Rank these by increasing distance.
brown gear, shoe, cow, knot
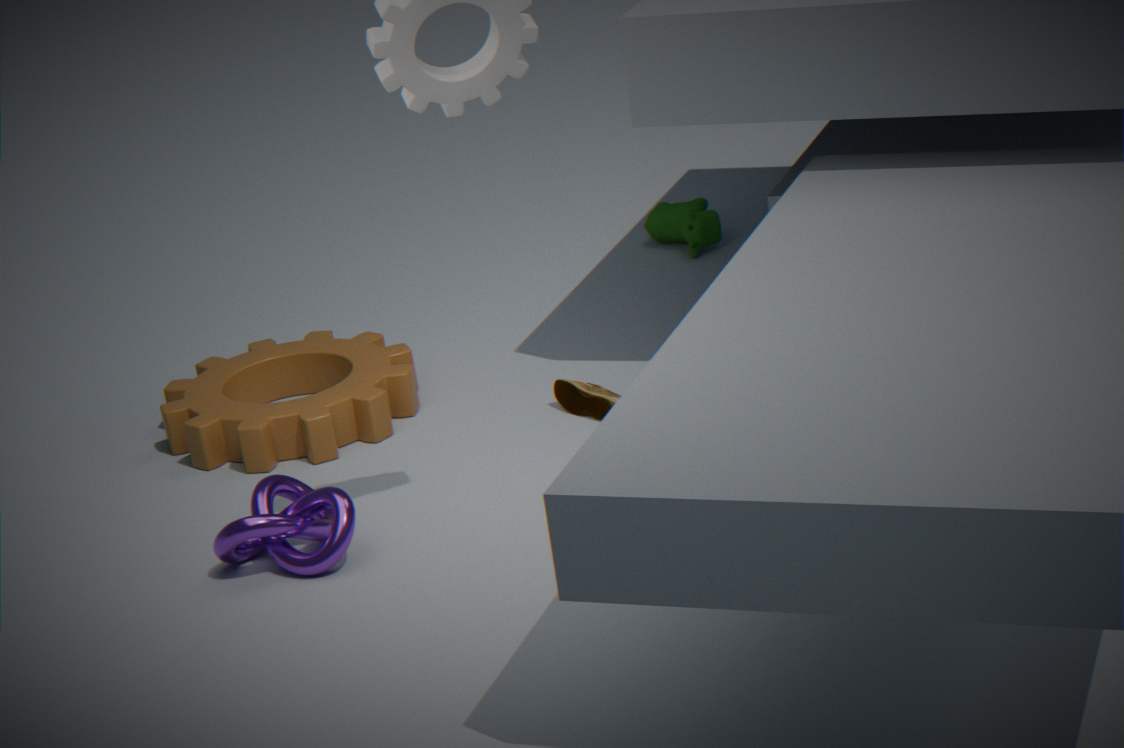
knot
shoe
brown gear
cow
